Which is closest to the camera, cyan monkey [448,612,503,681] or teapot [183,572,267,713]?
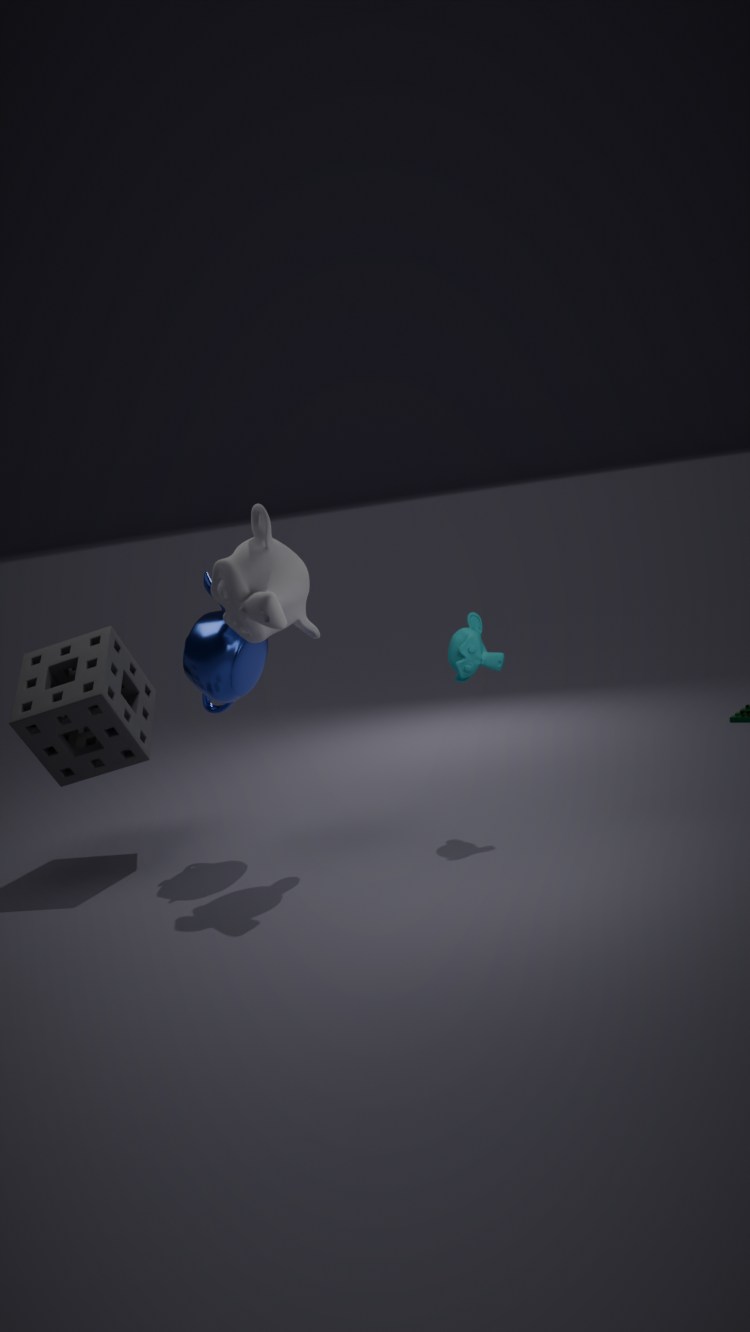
cyan monkey [448,612,503,681]
